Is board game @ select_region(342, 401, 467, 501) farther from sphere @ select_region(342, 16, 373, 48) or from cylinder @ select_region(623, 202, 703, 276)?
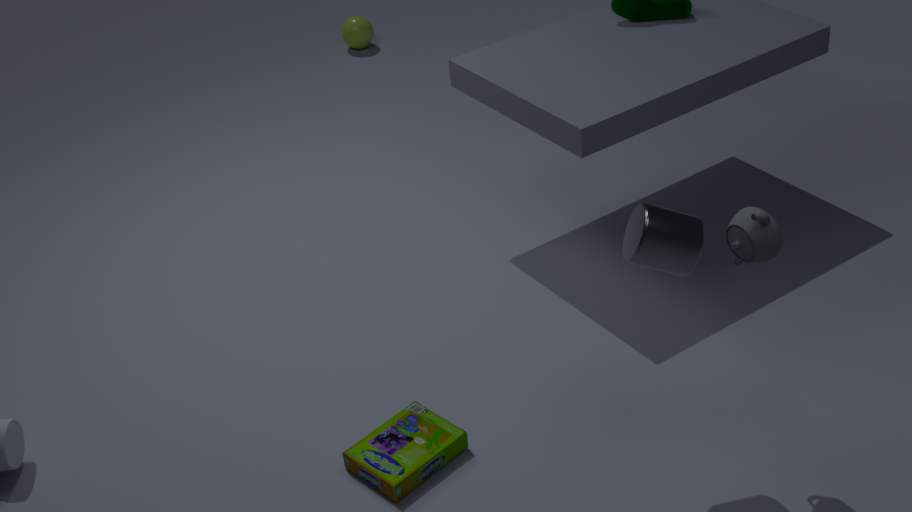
sphere @ select_region(342, 16, 373, 48)
